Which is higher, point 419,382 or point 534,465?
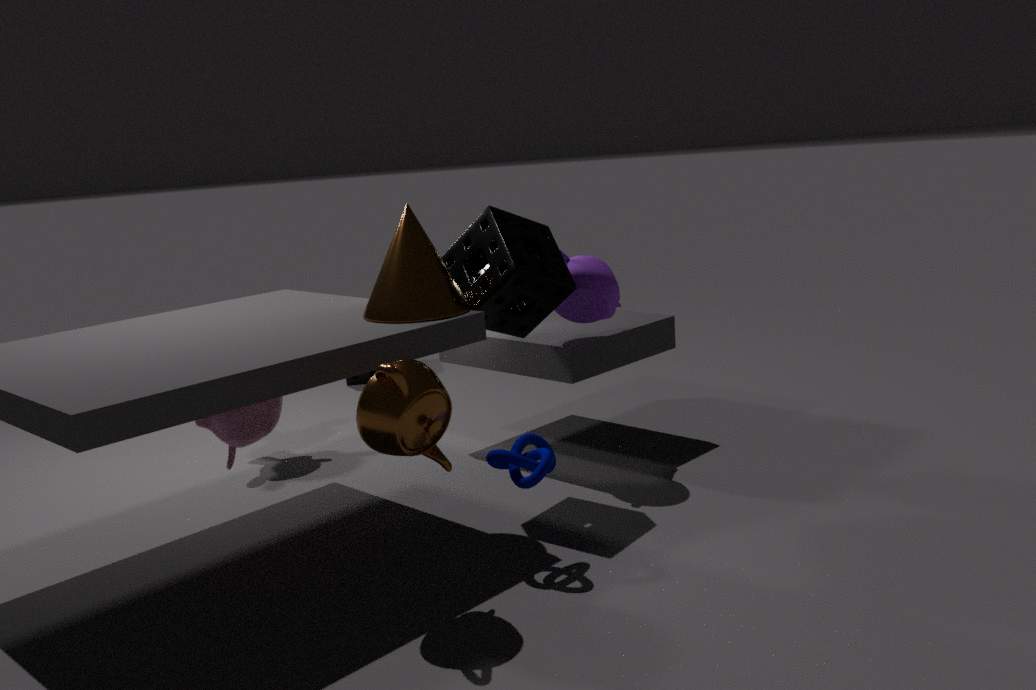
point 419,382
